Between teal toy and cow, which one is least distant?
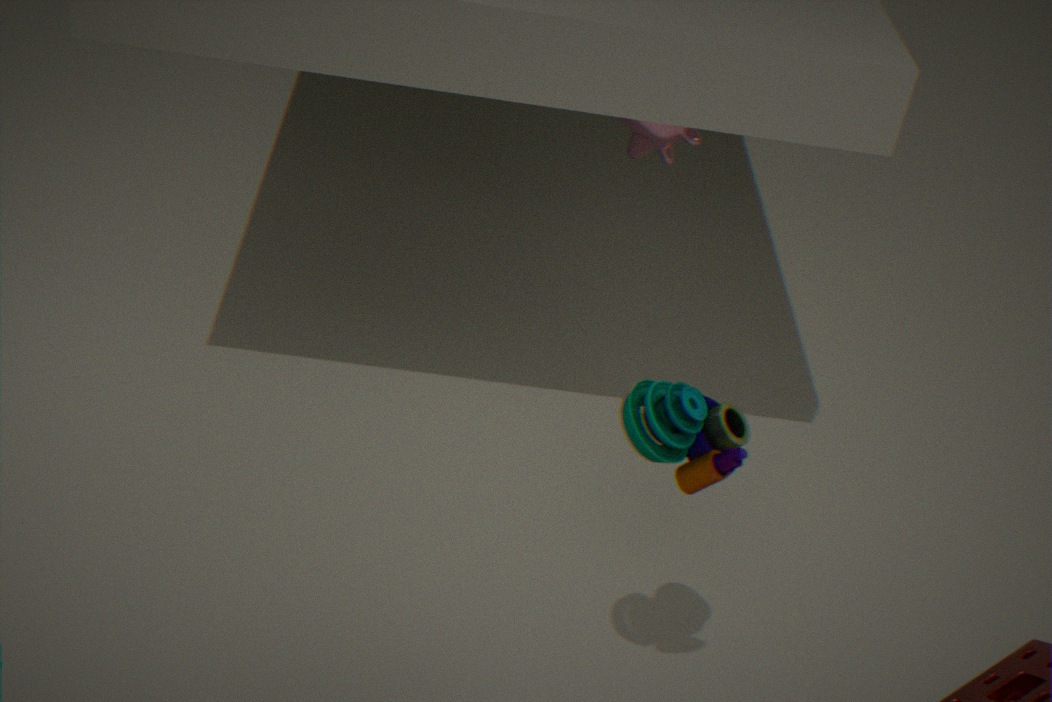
teal toy
